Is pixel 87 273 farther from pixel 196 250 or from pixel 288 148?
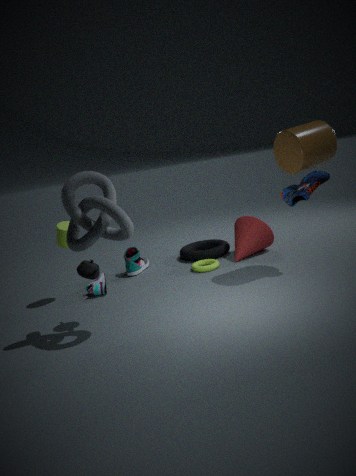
pixel 288 148
